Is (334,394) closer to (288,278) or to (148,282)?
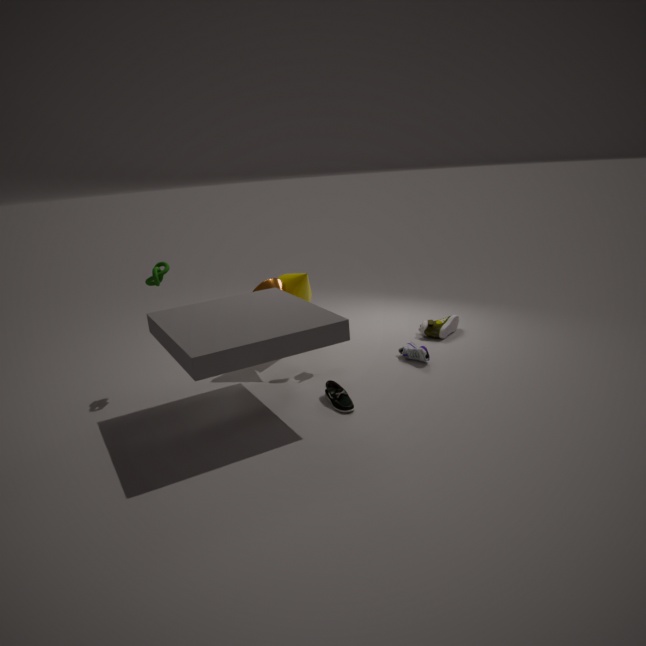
(288,278)
